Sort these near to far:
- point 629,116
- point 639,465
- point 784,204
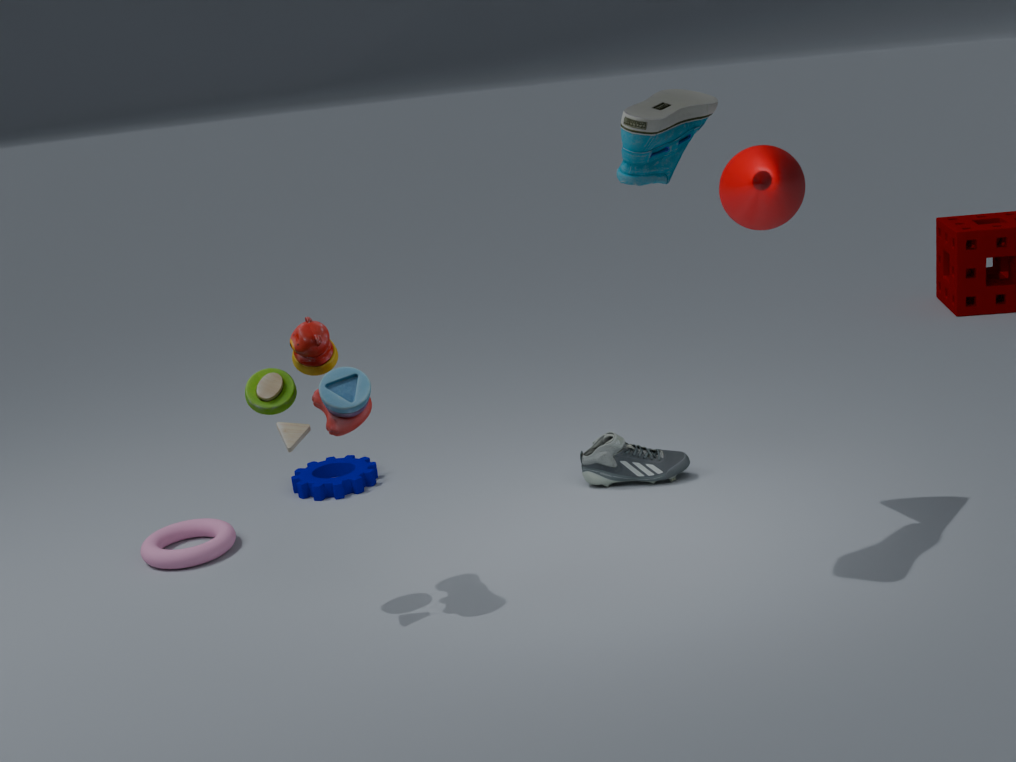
point 629,116 < point 784,204 < point 639,465
